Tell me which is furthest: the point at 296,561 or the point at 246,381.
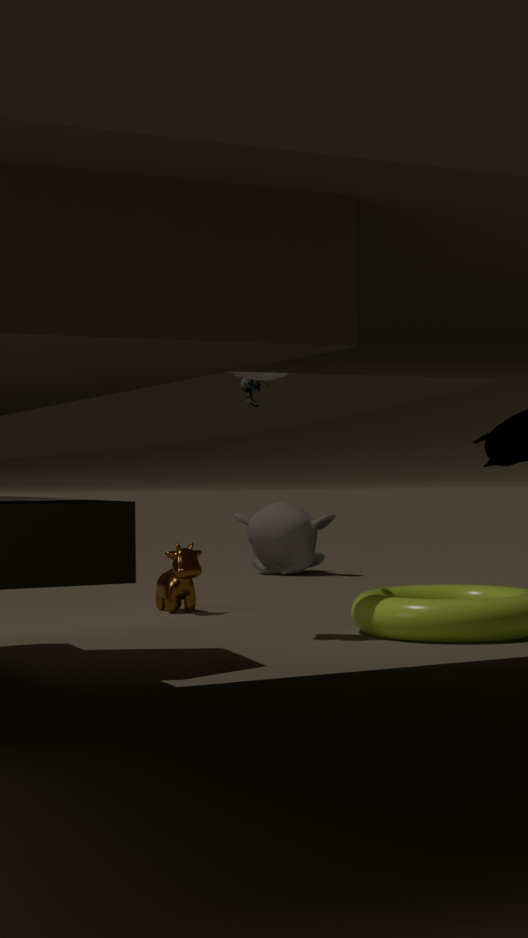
the point at 296,561
